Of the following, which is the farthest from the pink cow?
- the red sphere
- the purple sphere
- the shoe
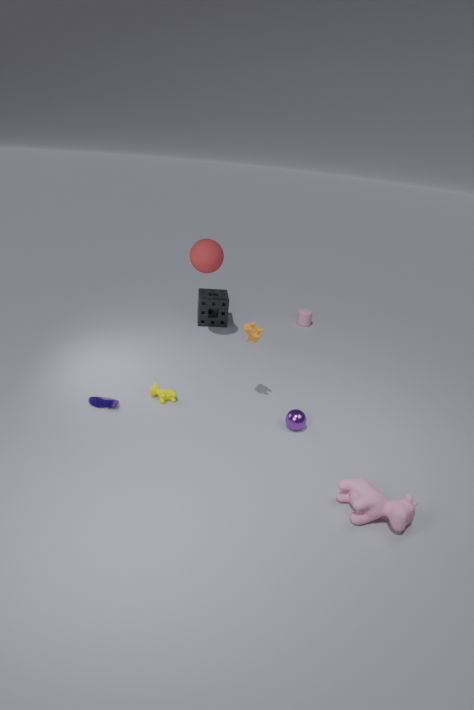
the red sphere
